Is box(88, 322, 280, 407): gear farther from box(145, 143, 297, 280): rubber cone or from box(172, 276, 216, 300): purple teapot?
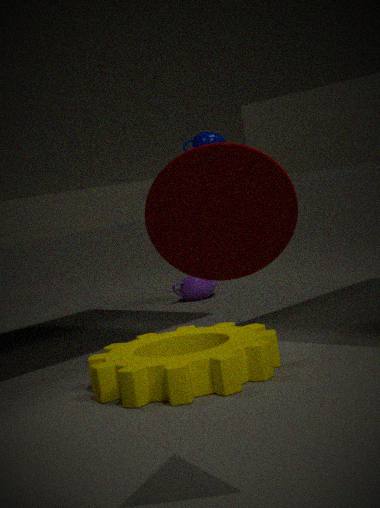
box(172, 276, 216, 300): purple teapot
